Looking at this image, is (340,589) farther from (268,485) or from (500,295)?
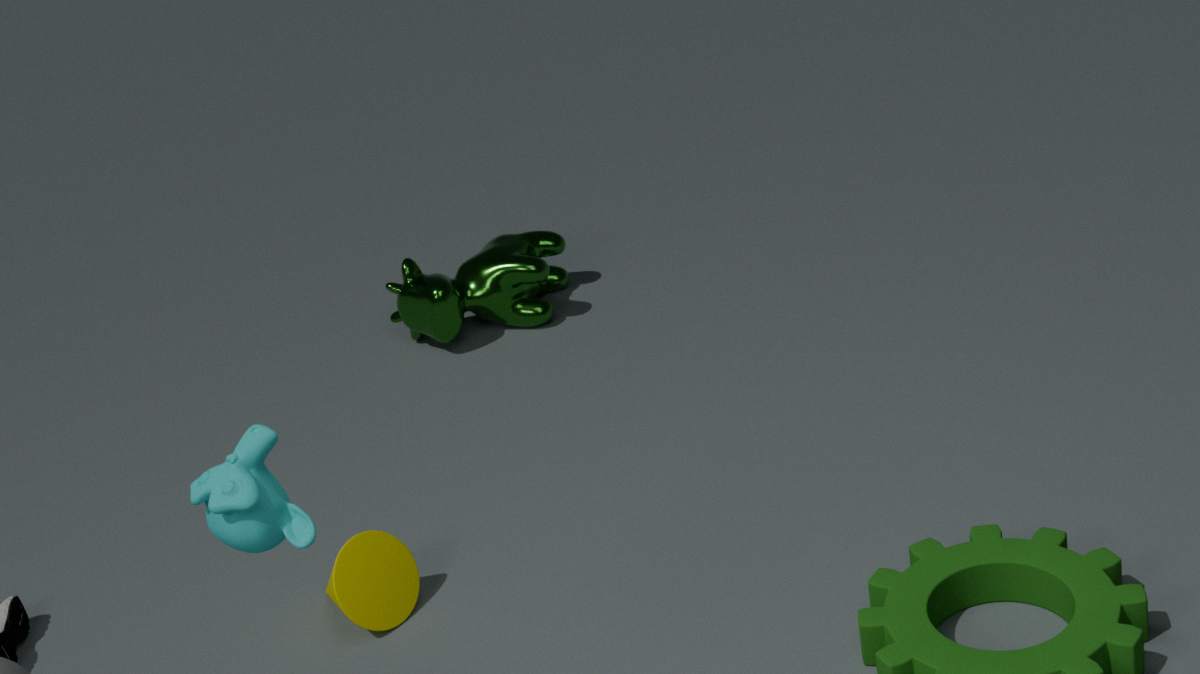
(500,295)
